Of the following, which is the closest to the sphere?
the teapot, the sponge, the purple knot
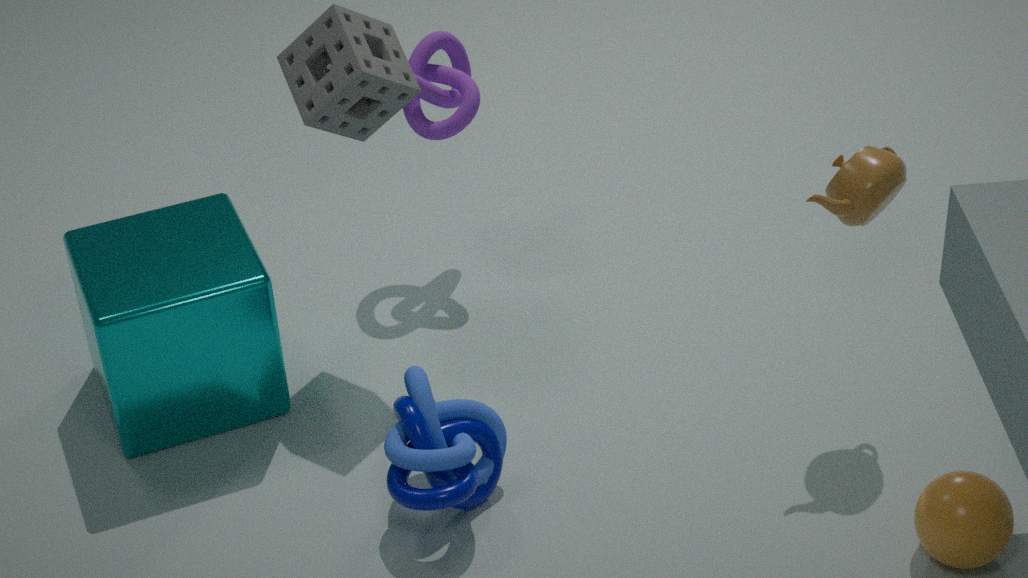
the teapot
